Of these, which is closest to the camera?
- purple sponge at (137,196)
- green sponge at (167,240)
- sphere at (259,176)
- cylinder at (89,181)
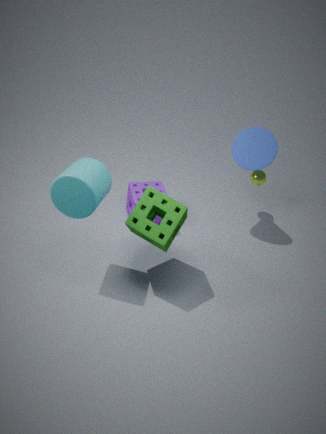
cylinder at (89,181)
